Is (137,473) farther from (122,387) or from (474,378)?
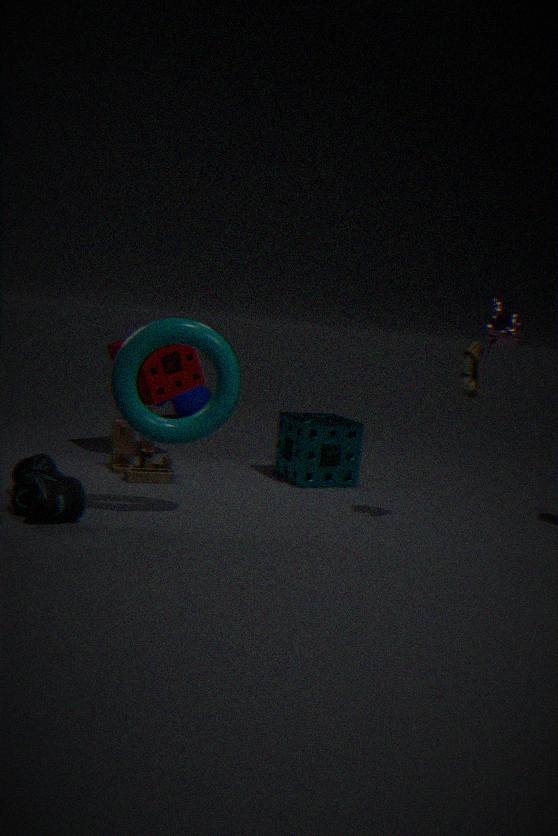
(474,378)
